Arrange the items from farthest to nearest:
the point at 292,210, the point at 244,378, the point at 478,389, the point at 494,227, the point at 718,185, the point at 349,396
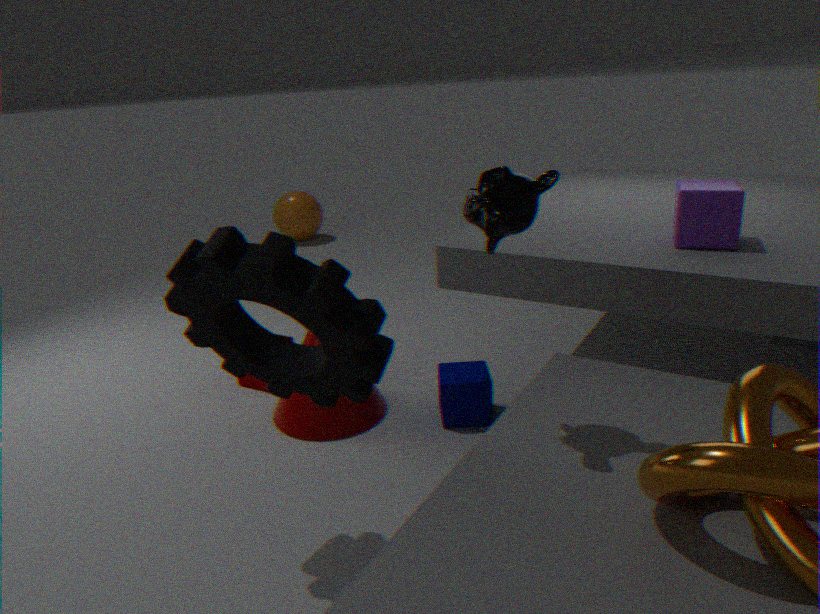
the point at 292,210, the point at 244,378, the point at 478,389, the point at 718,185, the point at 349,396, the point at 494,227
